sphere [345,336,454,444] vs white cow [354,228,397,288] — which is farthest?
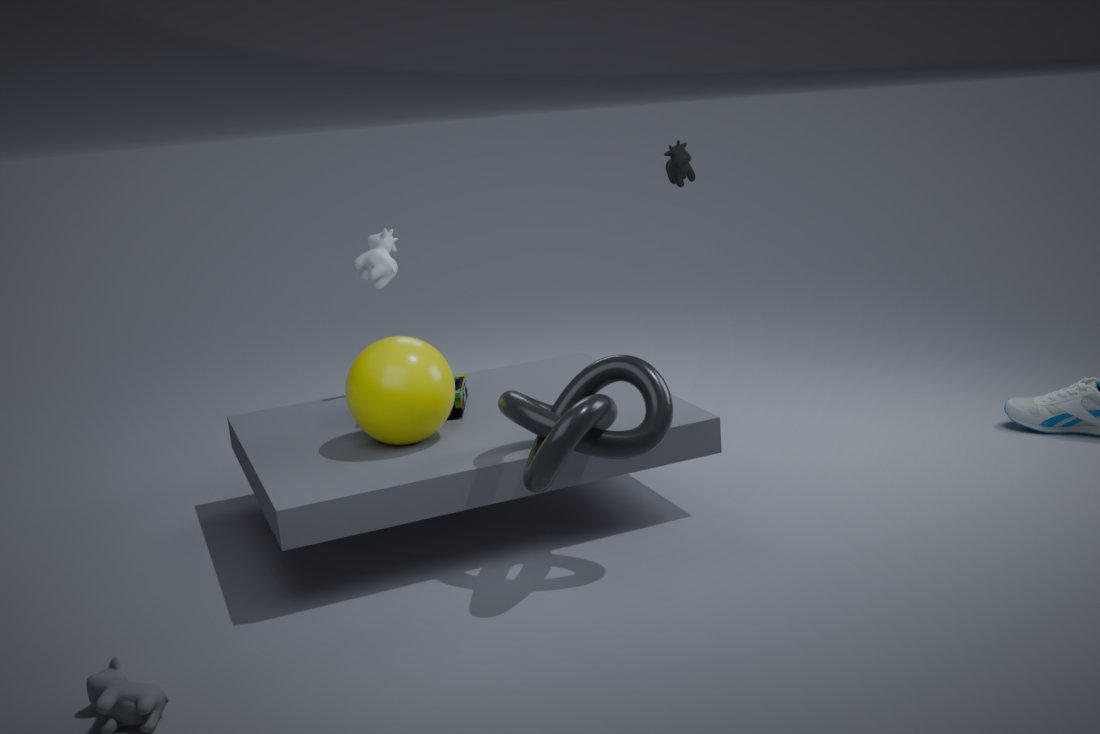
white cow [354,228,397,288]
